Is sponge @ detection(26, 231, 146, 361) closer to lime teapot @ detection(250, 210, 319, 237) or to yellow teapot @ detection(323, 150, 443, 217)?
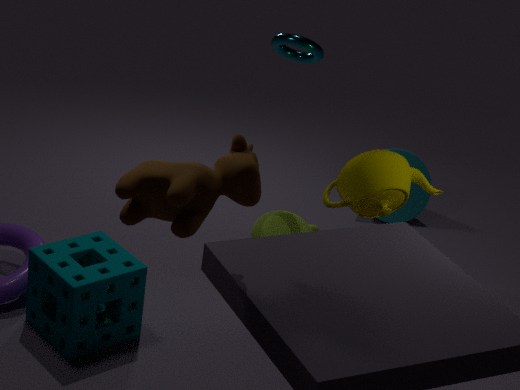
lime teapot @ detection(250, 210, 319, 237)
